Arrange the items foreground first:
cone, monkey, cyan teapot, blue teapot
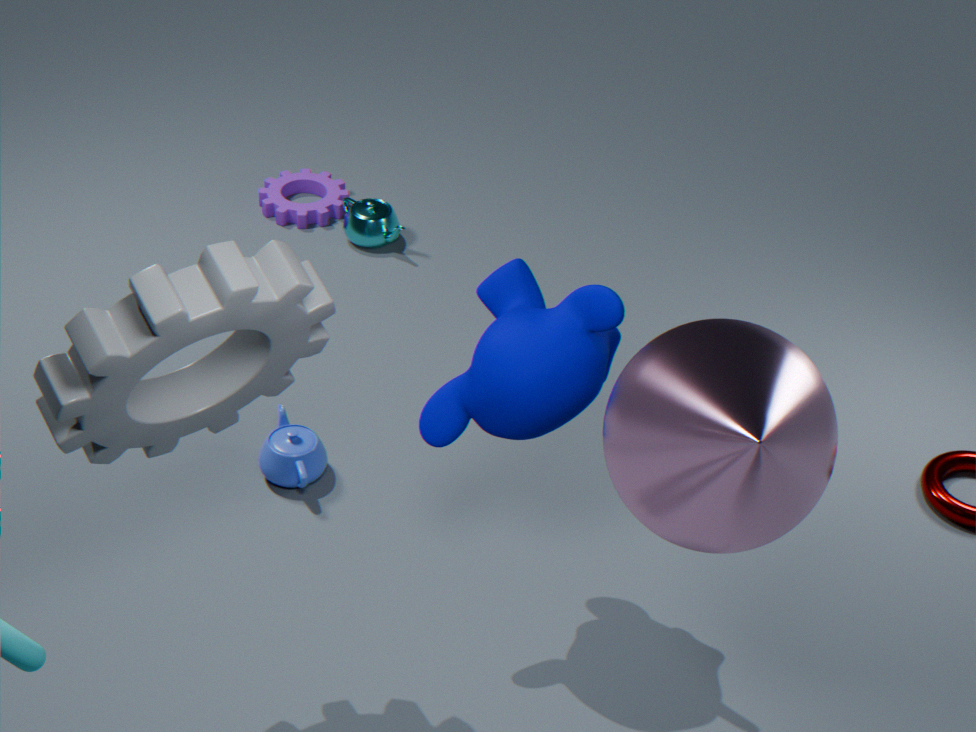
1. cone
2. monkey
3. blue teapot
4. cyan teapot
